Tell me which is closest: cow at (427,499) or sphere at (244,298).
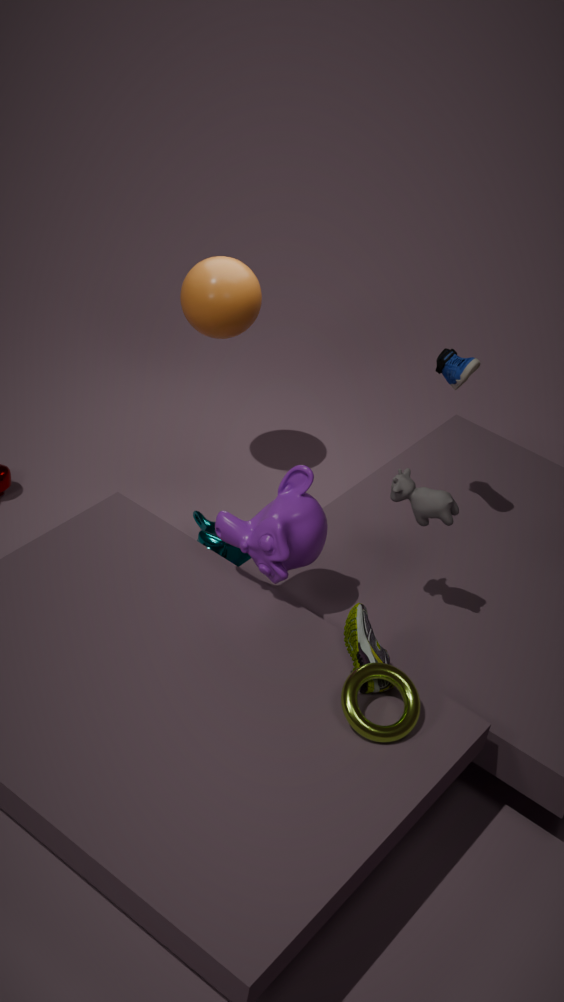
cow at (427,499)
